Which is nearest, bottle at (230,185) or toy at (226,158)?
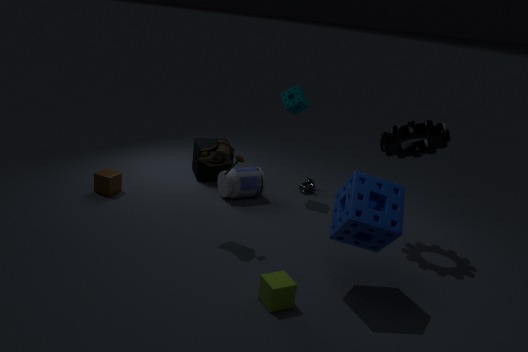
toy at (226,158)
